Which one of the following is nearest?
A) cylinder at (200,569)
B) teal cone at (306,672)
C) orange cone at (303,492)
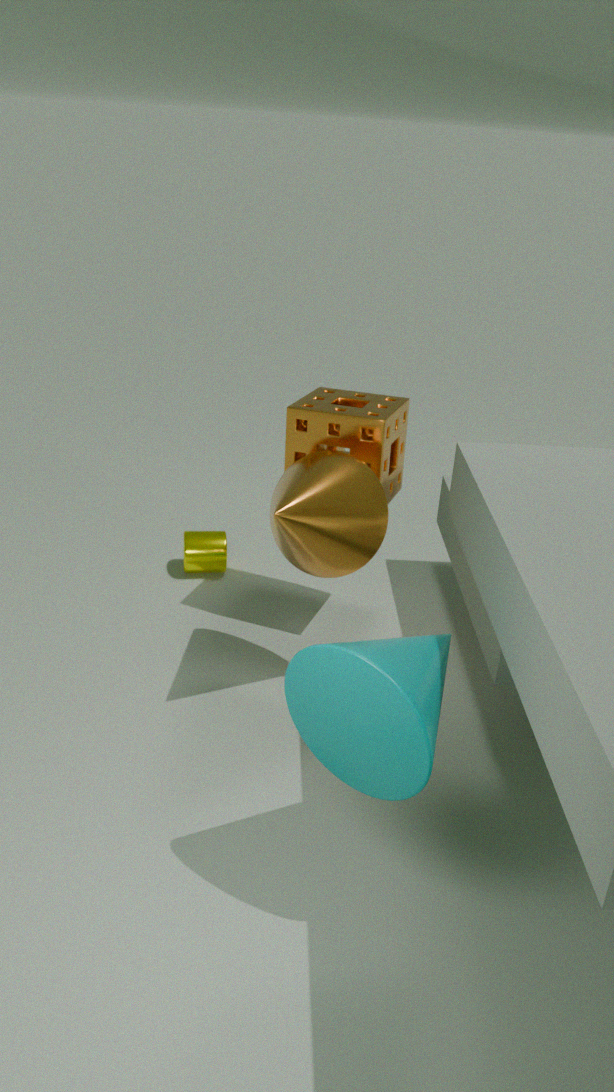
teal cone at (306,672)
